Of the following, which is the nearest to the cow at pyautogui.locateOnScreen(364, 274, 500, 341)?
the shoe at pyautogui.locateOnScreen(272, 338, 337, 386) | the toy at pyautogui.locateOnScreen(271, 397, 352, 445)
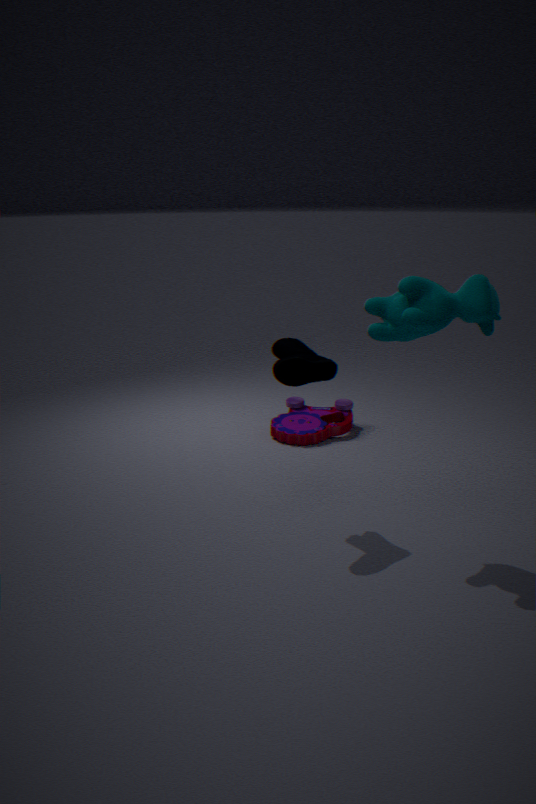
the shoe at pyautogui.locateOnScreen(272, 338, 337, 386)
